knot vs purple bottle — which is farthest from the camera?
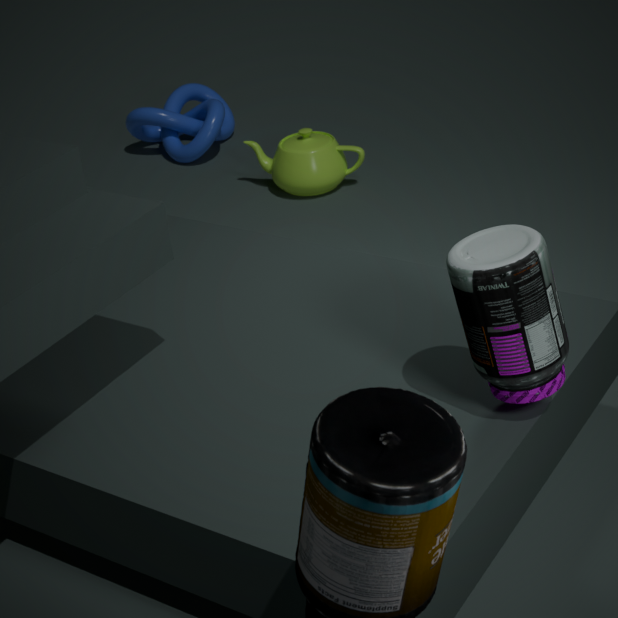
knot
